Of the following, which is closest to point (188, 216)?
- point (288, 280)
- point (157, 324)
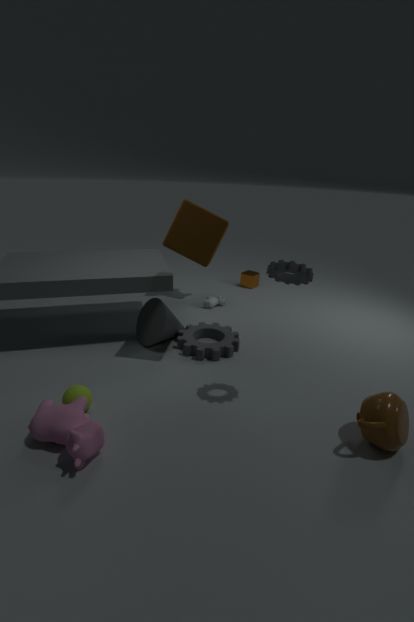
point (288, 280)
